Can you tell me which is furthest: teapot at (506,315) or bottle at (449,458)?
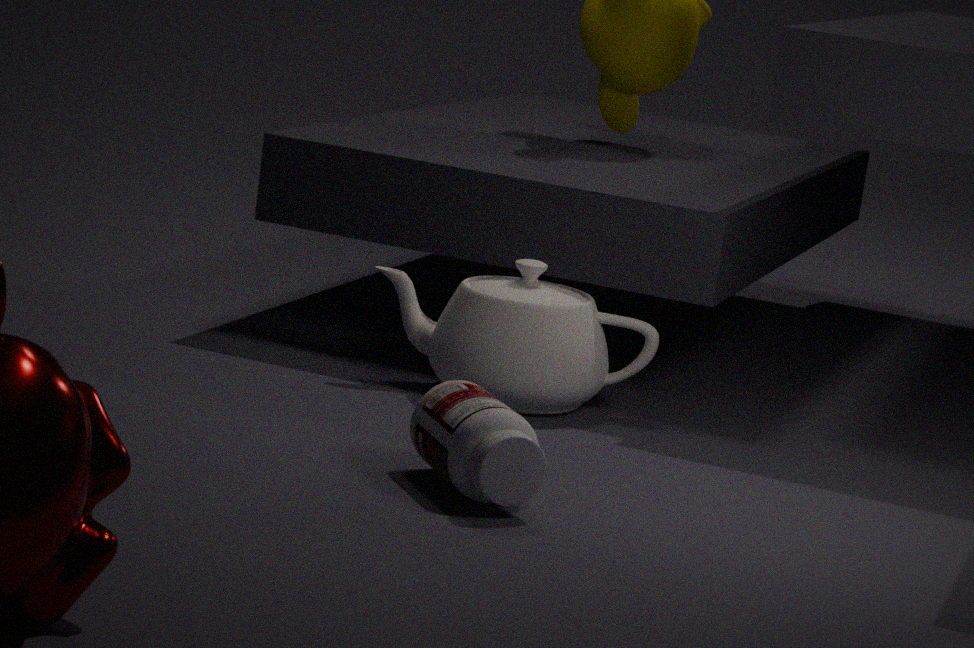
teapot at (506,315)
